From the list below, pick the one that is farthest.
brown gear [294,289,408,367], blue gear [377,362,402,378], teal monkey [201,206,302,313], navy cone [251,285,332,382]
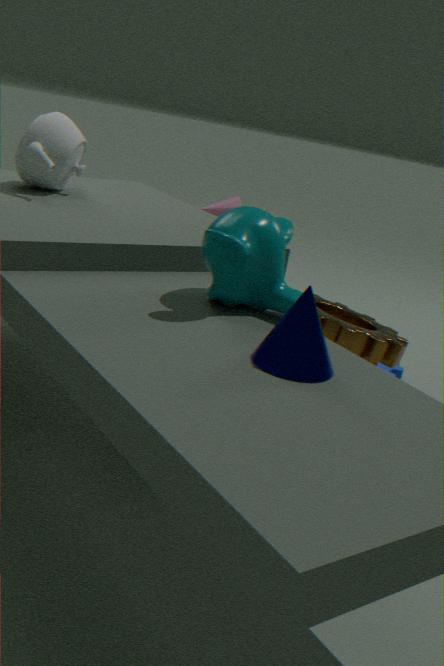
blue gear [377,362,402,378]
